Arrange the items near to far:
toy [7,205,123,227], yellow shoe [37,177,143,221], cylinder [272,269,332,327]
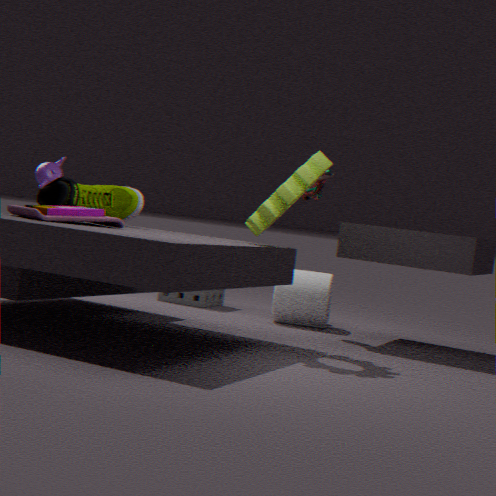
1. toy [7,205,123,227]
2. yellow shoe [37,177,143,221]
3. cylinder [272,269,332,327]
